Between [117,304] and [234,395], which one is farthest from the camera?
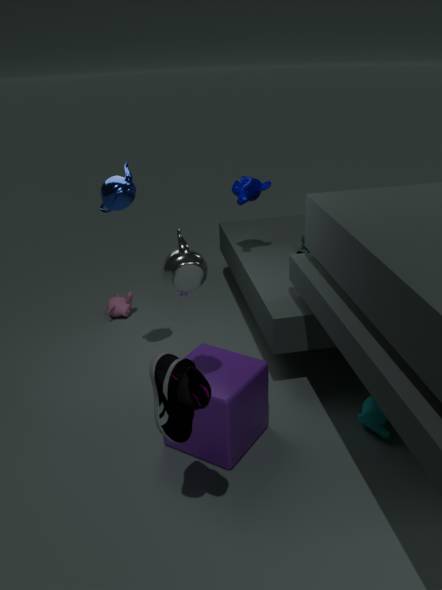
[117,304]
